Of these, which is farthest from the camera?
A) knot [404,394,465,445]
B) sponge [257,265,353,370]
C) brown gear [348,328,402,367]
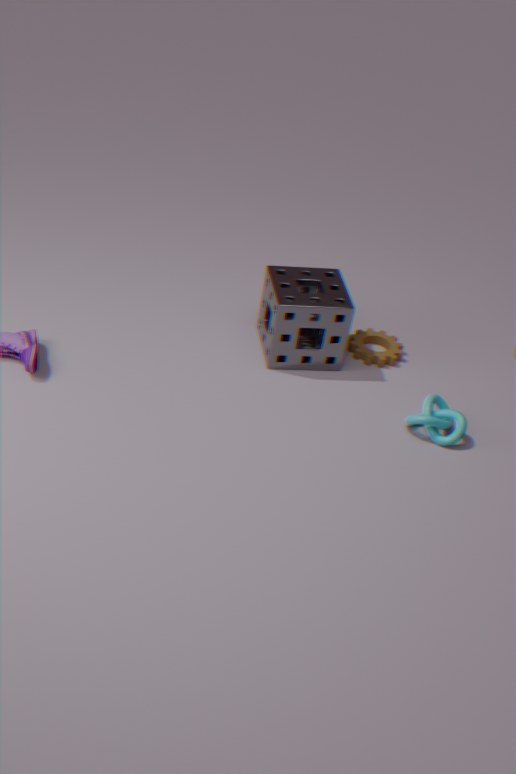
brown gear [348,328,402,367]
